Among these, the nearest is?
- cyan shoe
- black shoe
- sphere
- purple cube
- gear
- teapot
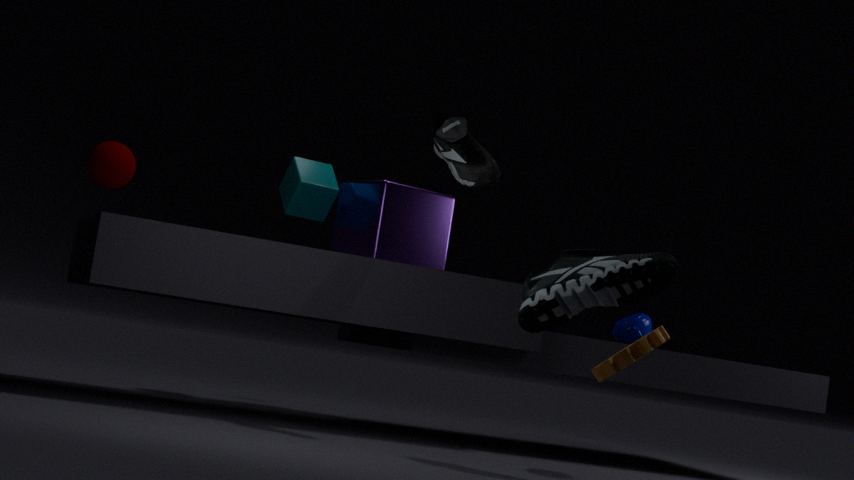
cyan shoe
